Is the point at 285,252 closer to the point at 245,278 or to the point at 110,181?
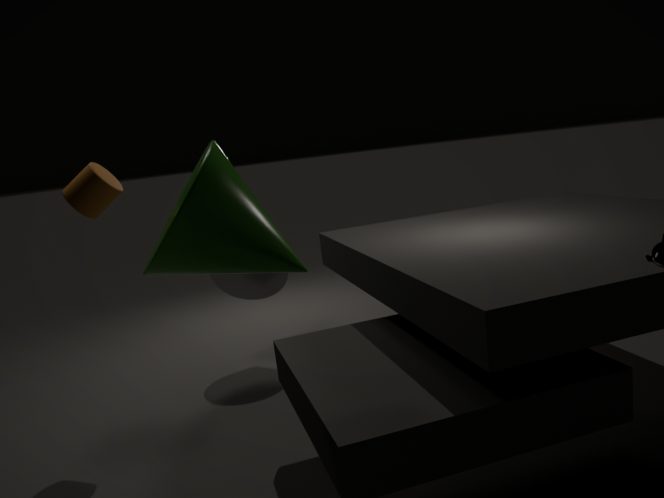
the point at 110,181
